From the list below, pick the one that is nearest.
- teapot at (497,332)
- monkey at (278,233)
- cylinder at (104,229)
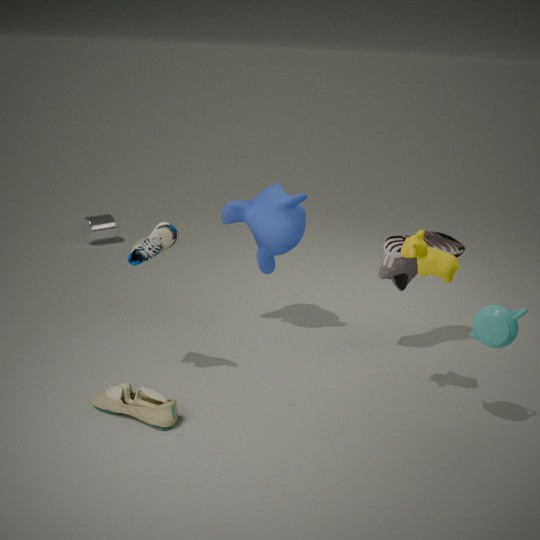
teapot at (497,332)
